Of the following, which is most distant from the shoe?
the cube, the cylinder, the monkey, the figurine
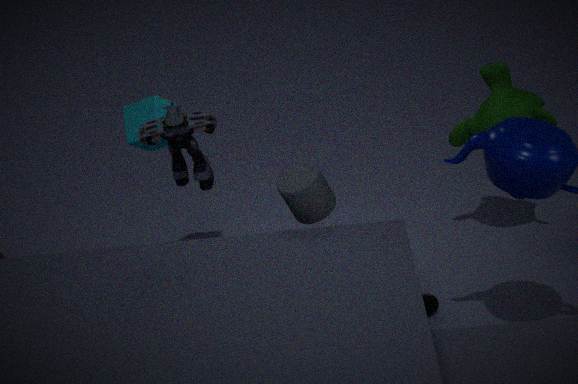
the cube
